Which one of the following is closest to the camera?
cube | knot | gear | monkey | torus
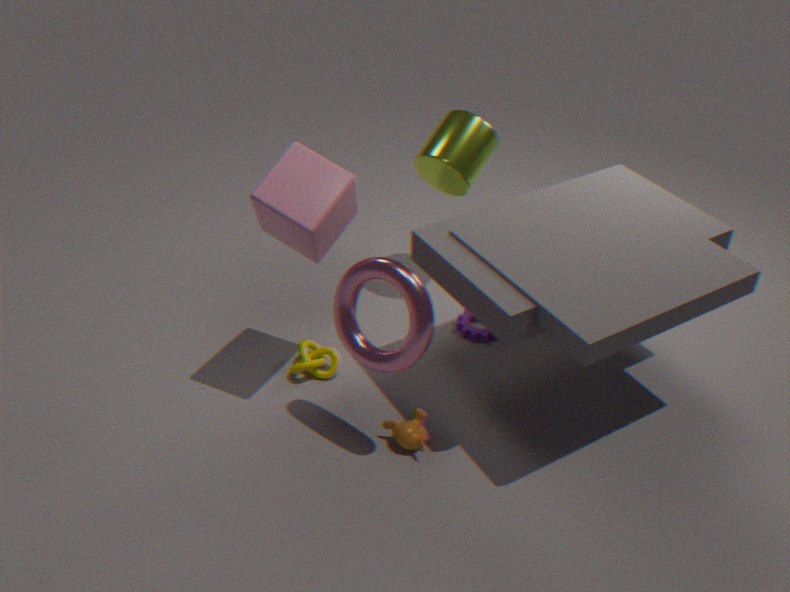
torus
